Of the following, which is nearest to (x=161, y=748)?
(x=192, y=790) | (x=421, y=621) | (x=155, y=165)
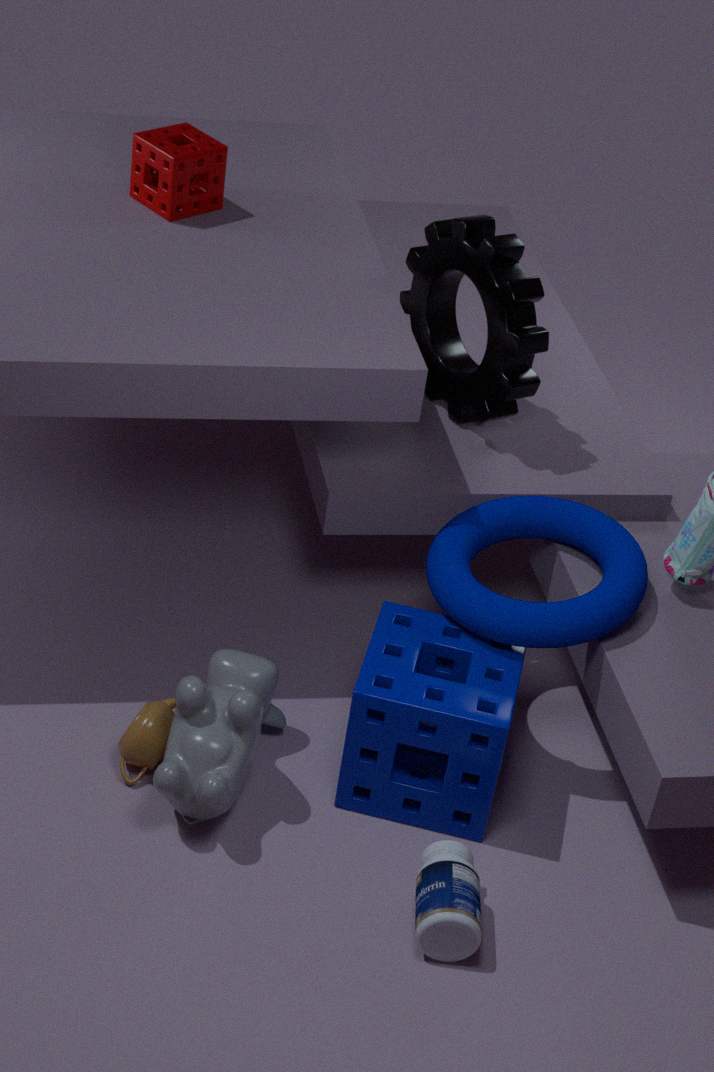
(x=192, y=790)
